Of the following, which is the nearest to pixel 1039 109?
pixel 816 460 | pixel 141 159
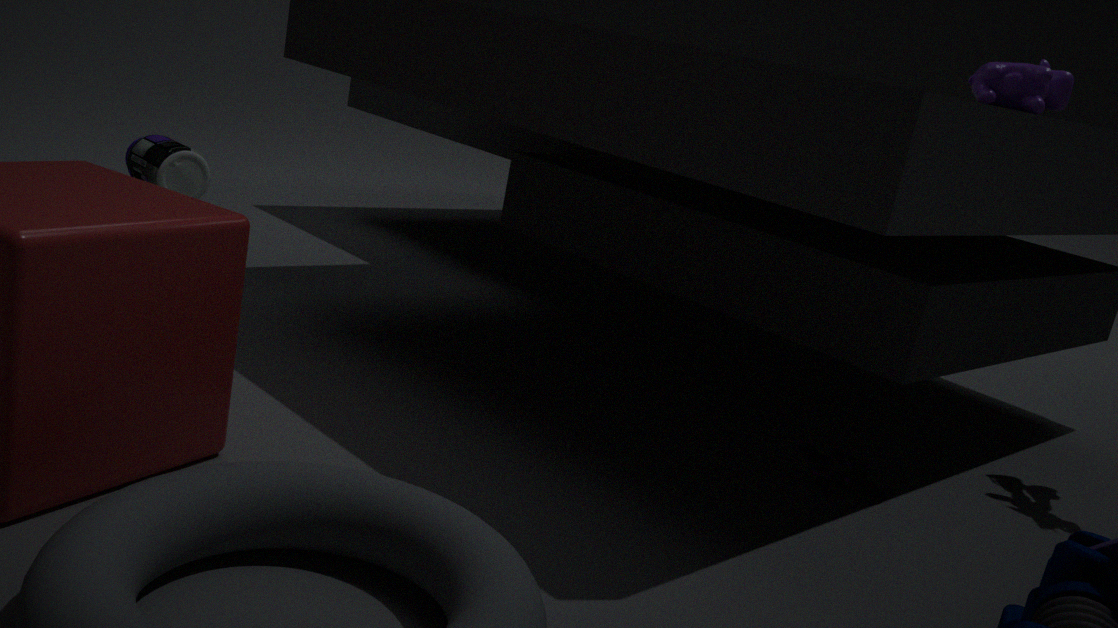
pixel 816 460
